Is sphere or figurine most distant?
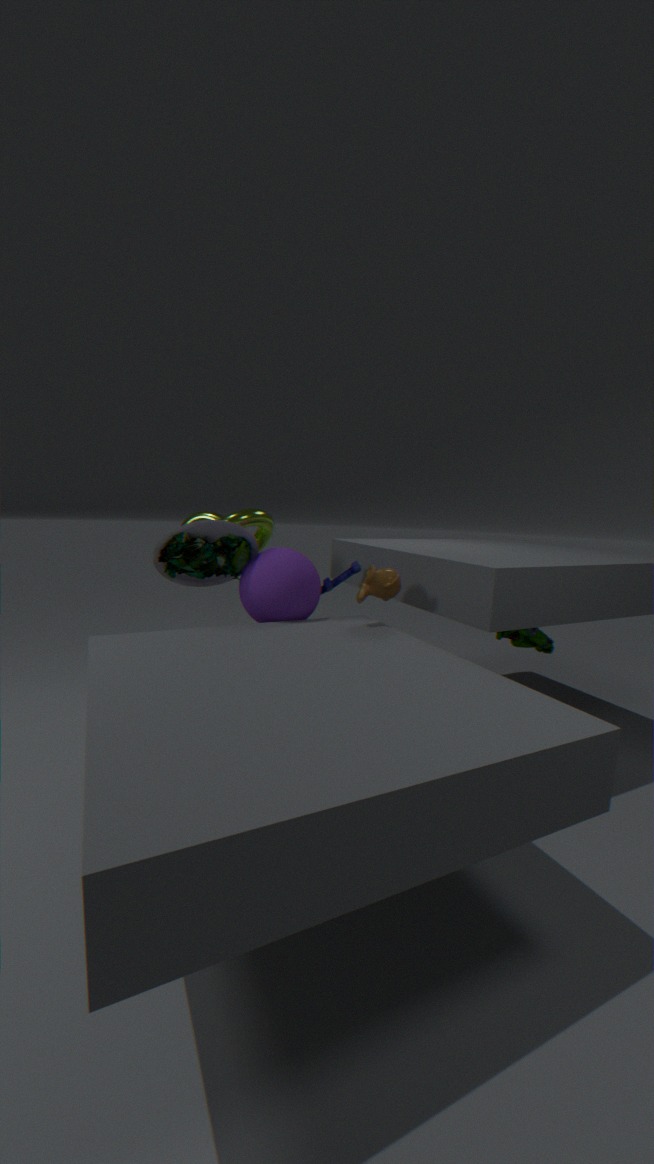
figurine
